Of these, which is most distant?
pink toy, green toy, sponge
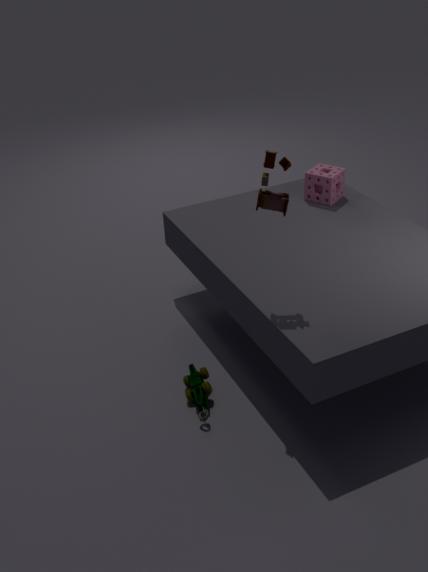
sponge
